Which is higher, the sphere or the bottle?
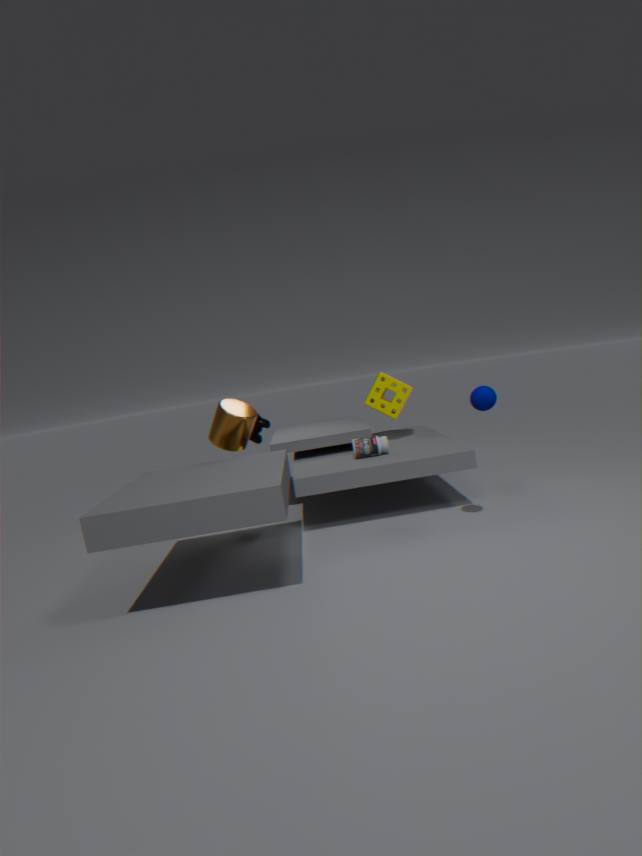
the sphere
